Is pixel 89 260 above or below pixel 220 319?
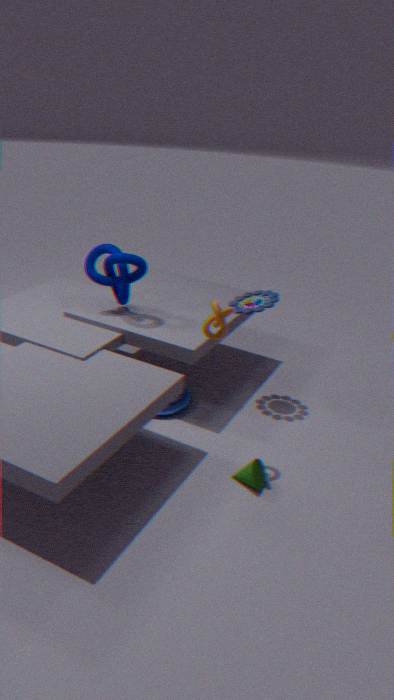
below
